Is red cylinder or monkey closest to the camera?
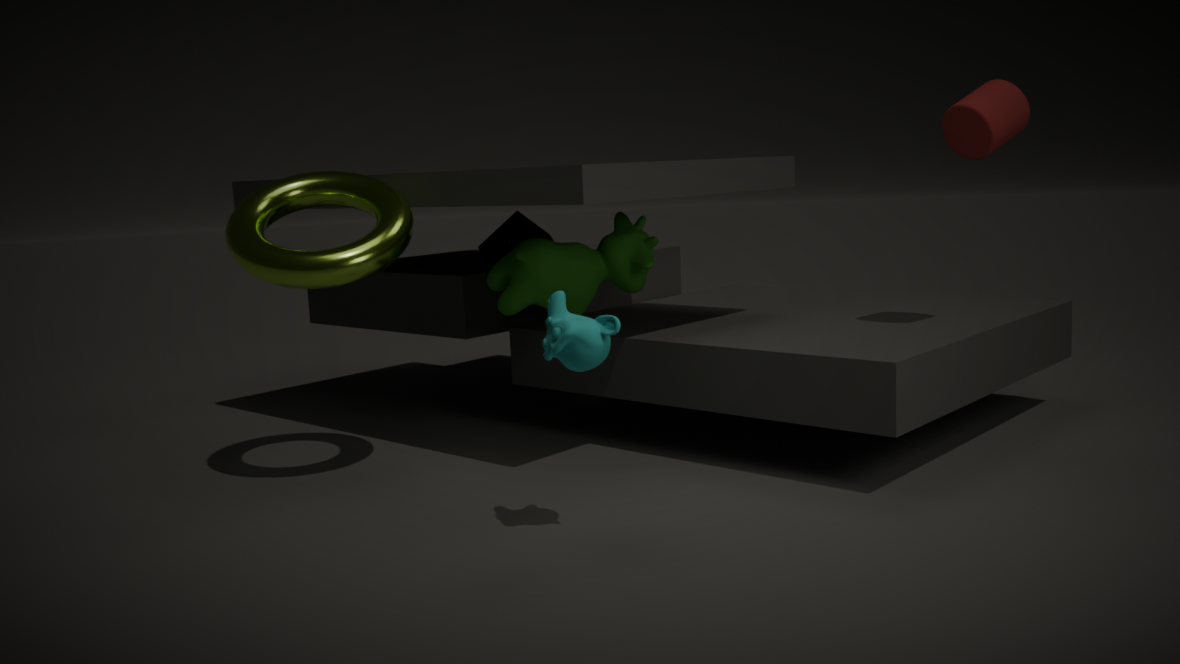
monkey
